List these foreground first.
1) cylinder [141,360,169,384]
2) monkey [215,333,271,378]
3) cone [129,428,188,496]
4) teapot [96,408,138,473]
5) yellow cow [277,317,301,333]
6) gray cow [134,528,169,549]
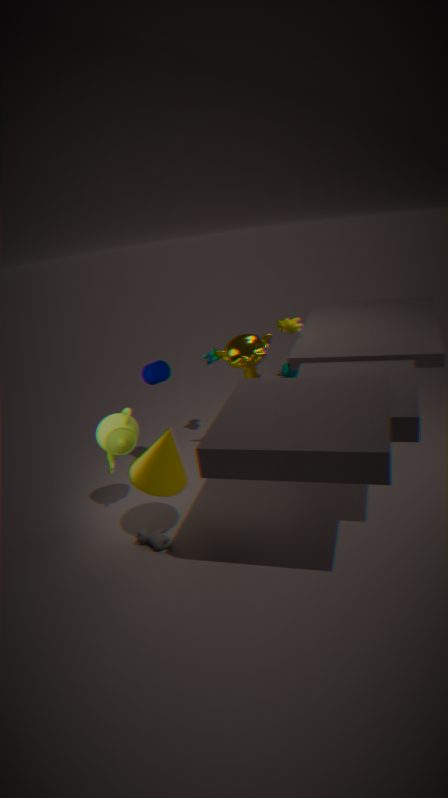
3. cone [129,428,188,496], 6. gray cow [134,528,169,549], 4. teapot [96,408,138,473], 2. monkey [215,333,271,378], 1. cylinder [141,360,169,384], 5. yellow cow [277,317,301,333]
